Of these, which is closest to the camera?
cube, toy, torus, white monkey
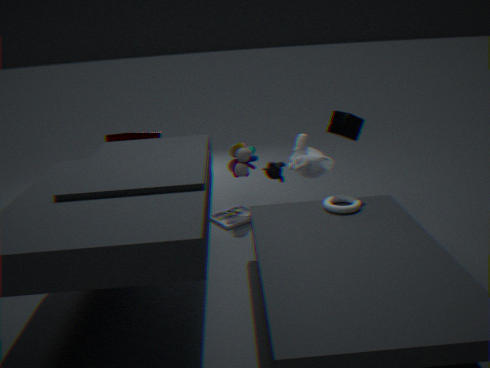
torus
